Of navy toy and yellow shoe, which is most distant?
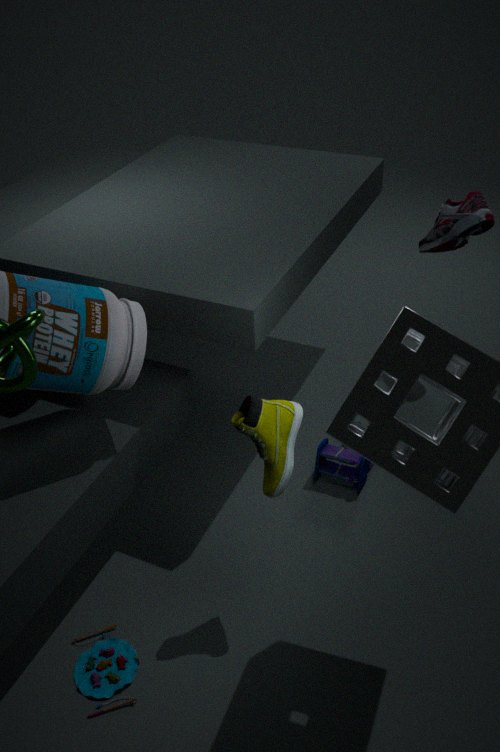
navy toy
